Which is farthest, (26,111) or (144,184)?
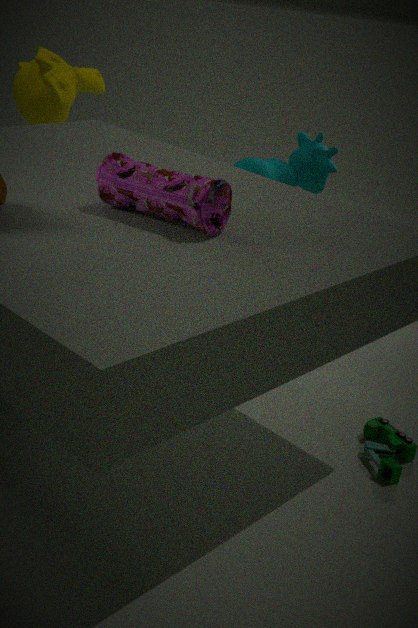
(26,111)
